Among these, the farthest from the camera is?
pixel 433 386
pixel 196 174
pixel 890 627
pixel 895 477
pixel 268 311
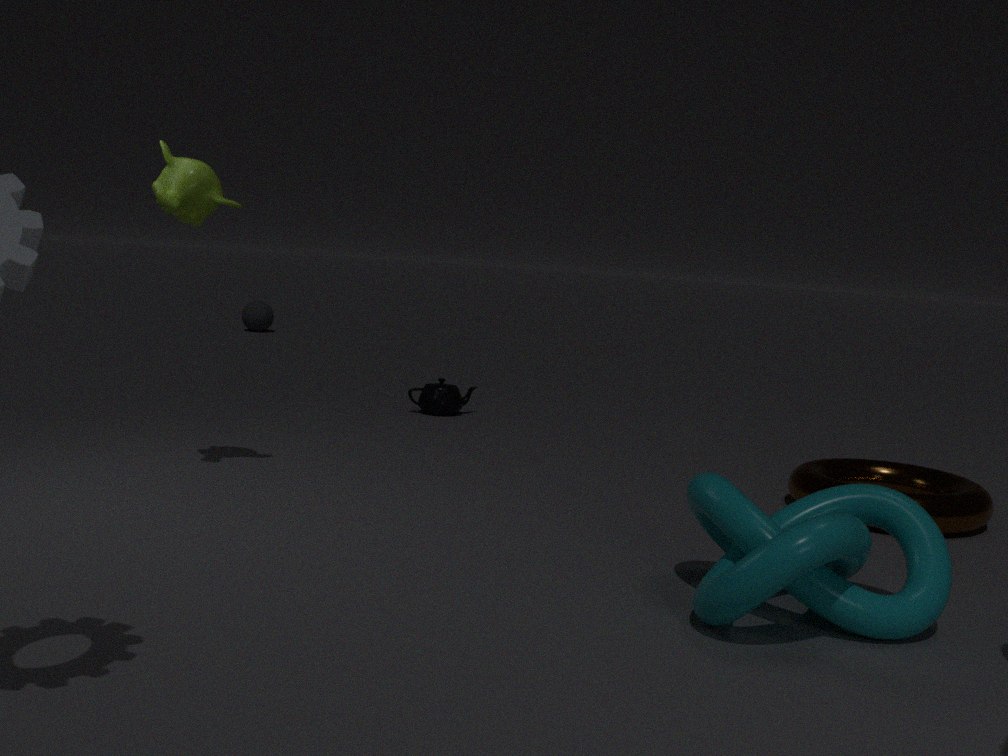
pixel 268 311
